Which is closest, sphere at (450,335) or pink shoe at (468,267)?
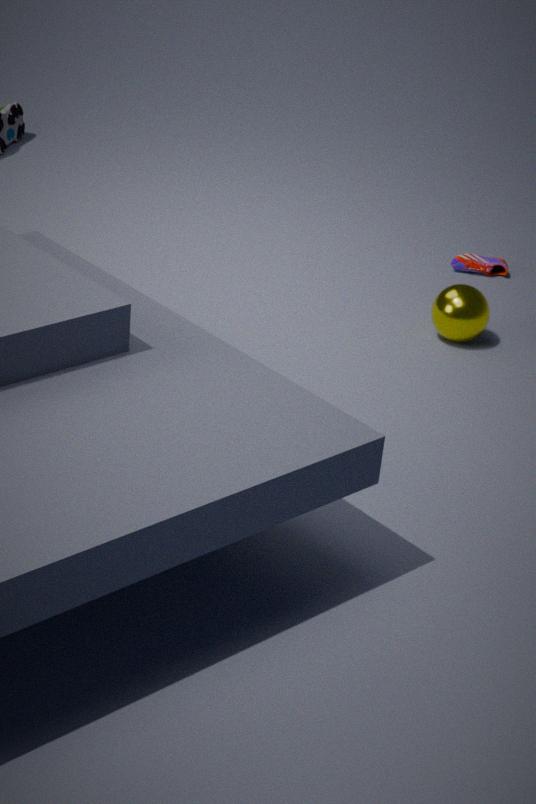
sphere at (450,335)
